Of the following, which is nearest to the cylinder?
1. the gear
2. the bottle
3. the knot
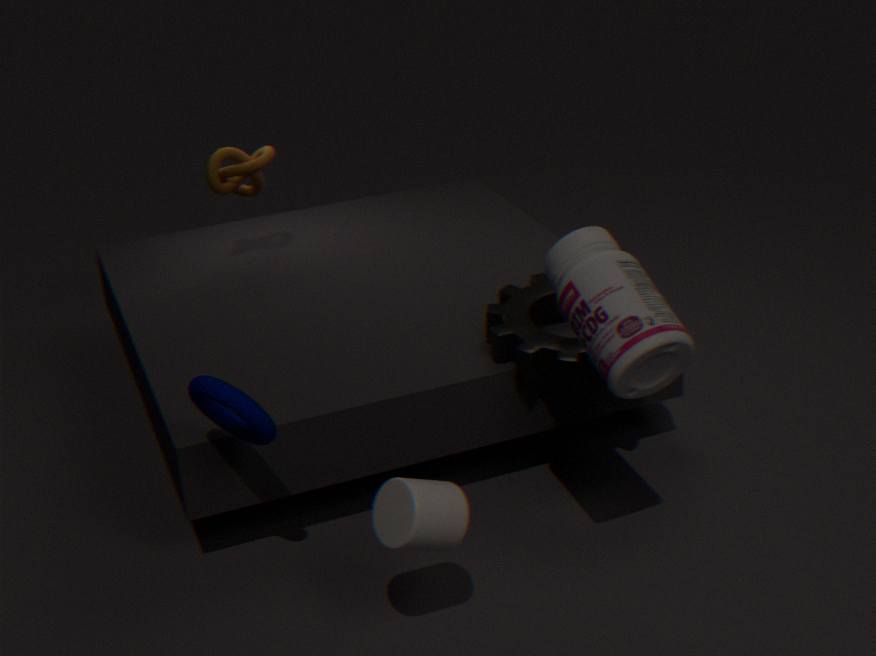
the bottle
